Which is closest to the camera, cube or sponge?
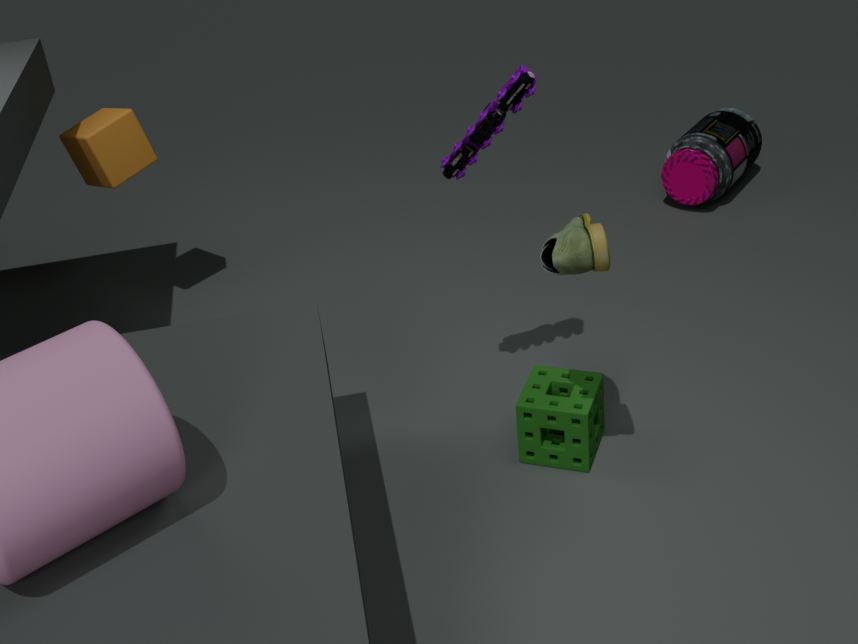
sponge
